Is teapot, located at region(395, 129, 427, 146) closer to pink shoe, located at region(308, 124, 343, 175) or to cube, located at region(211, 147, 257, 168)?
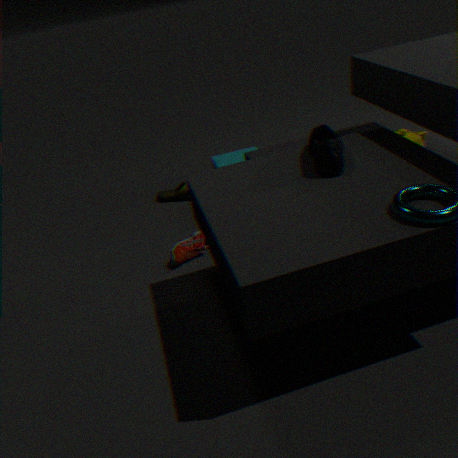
cube, located at region(211, 147, 257, 168)
